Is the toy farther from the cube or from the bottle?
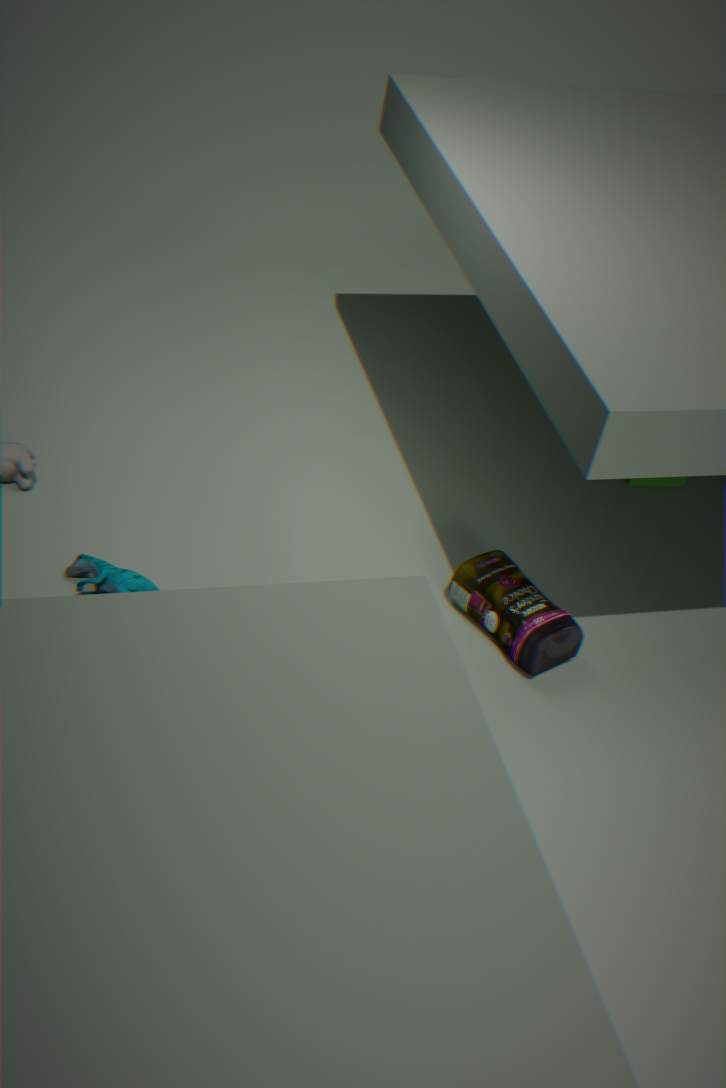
the cube
